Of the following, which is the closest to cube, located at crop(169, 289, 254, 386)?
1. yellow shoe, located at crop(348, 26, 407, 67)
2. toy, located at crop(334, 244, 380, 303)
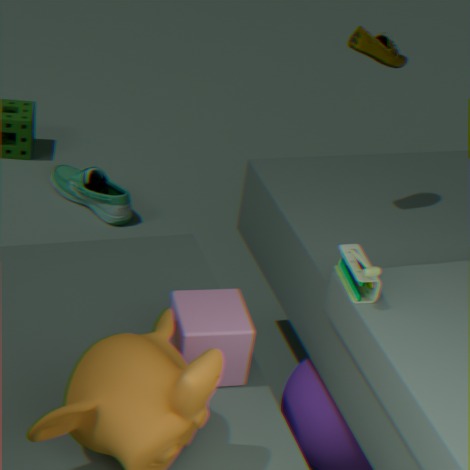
toy, located at crop(334, 244, 380, 303)
